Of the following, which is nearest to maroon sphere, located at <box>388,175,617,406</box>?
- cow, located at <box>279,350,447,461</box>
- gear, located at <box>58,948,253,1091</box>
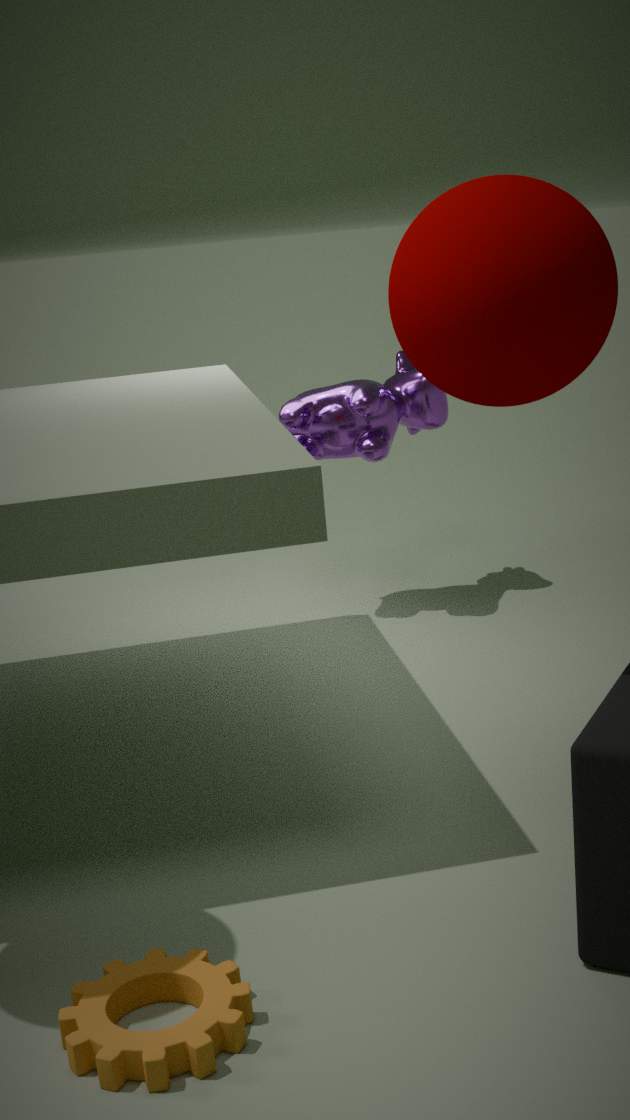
gear, located at <box>58,948,253,1091</box>
